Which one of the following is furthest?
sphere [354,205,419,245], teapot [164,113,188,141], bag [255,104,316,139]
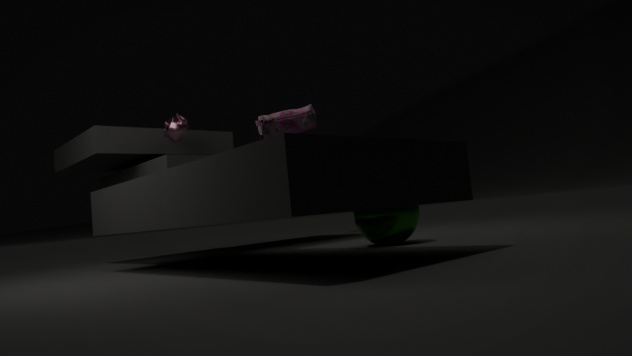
teapot [164,113,188,141]
